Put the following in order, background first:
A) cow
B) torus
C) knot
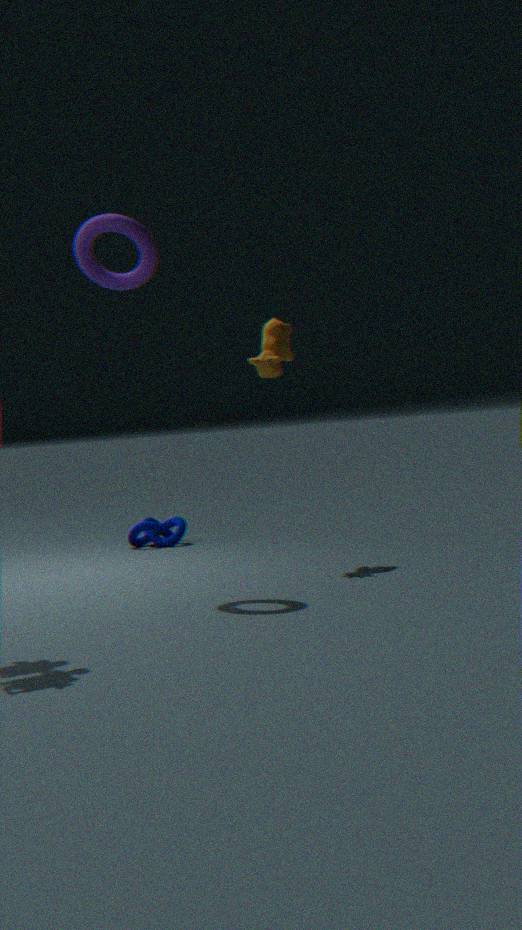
knot
cow
torus
